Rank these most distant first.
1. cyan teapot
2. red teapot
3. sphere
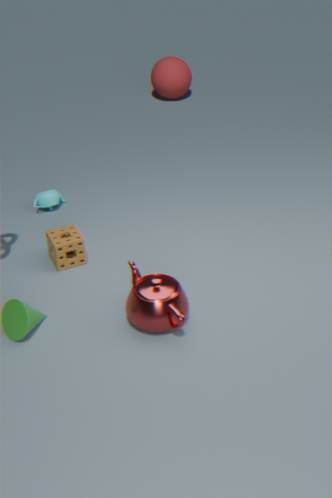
sphere
cyan teapot
red teapot
